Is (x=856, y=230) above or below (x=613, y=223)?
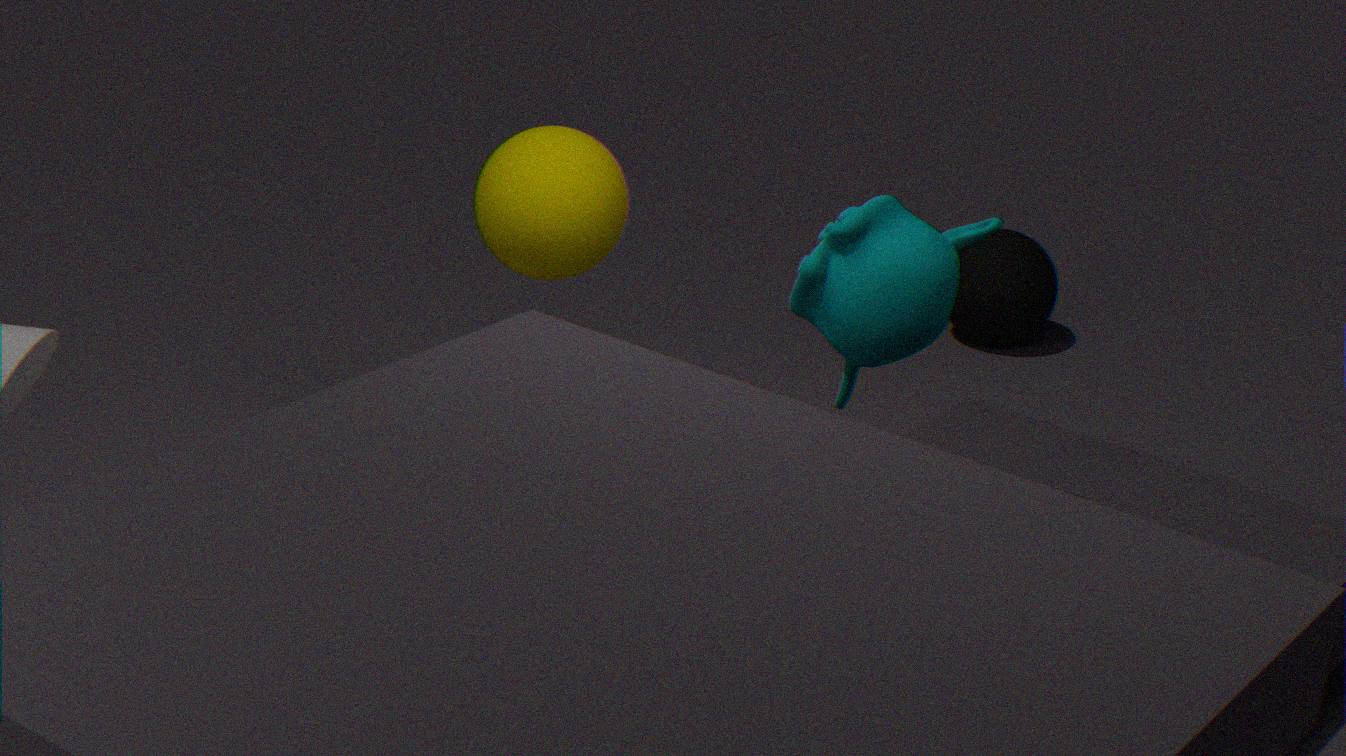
above
